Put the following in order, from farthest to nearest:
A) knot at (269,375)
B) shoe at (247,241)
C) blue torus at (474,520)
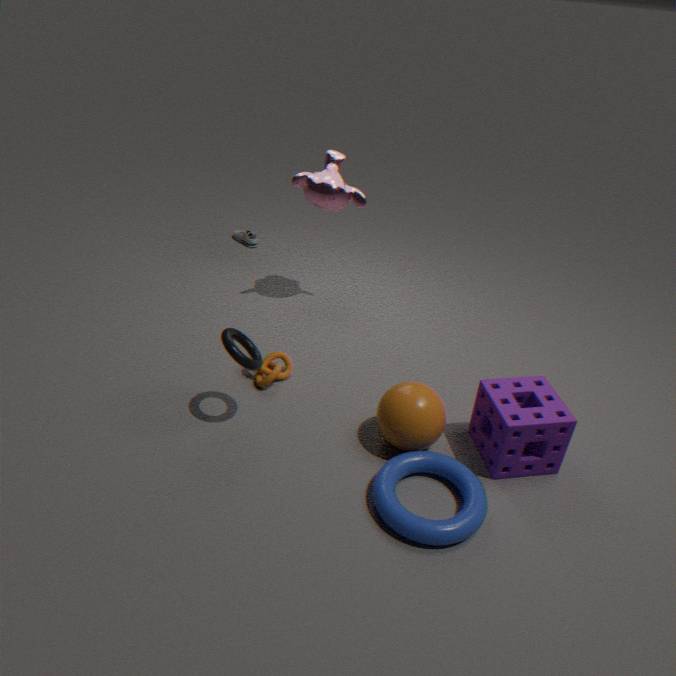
B. shoe at (247,241) → A. knot at (269,375) → C. blue torus at (474,520)
